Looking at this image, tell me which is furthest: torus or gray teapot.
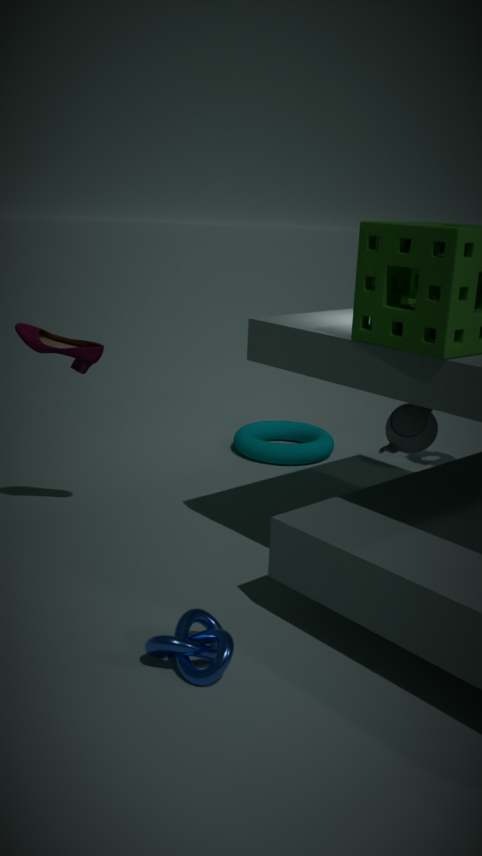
torus
